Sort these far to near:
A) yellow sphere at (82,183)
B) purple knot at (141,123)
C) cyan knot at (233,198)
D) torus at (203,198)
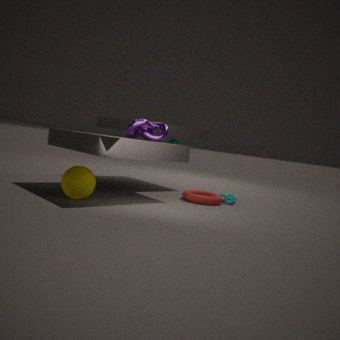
cyan knot at (233,198) → torus at (203,198) → purple knot at (141,123) → yellow sphere at (82,183)
